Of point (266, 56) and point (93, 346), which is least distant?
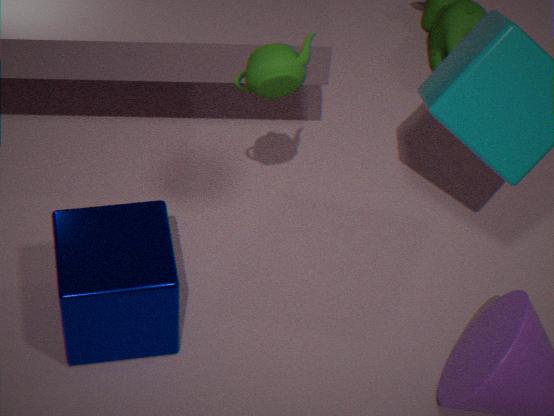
point (266, 56)
